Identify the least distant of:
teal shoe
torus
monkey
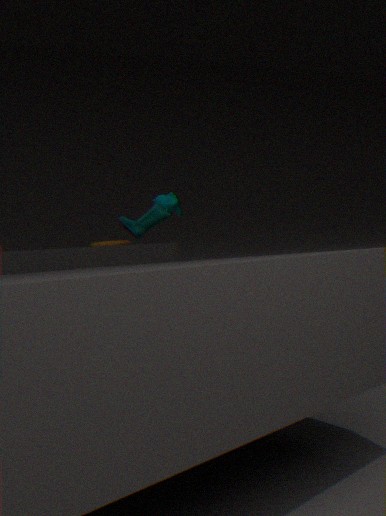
teal shoe
